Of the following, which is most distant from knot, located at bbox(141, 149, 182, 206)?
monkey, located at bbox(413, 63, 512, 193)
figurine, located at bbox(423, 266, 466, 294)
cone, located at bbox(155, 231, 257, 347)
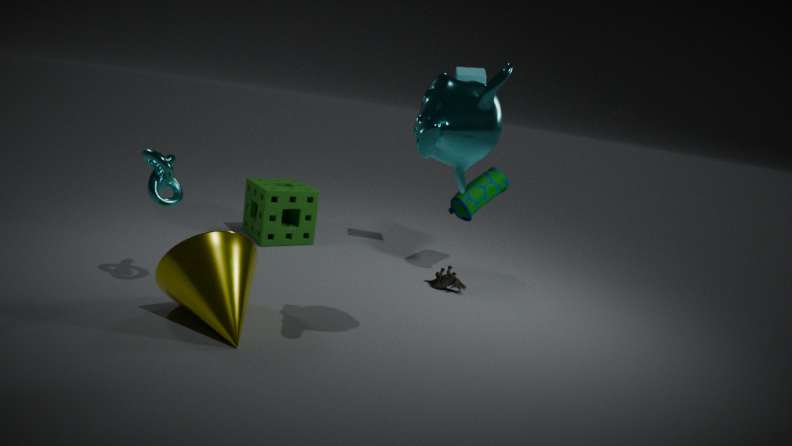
figurine, located at bbox(423, 266, 466, 294)
